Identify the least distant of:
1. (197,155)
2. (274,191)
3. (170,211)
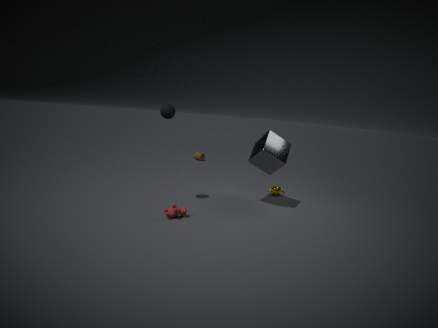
(170,211)
